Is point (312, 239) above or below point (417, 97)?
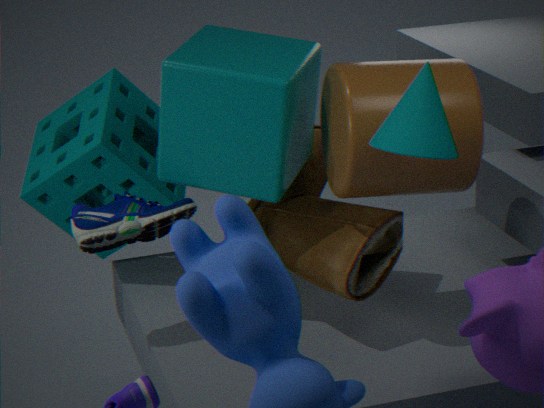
below
